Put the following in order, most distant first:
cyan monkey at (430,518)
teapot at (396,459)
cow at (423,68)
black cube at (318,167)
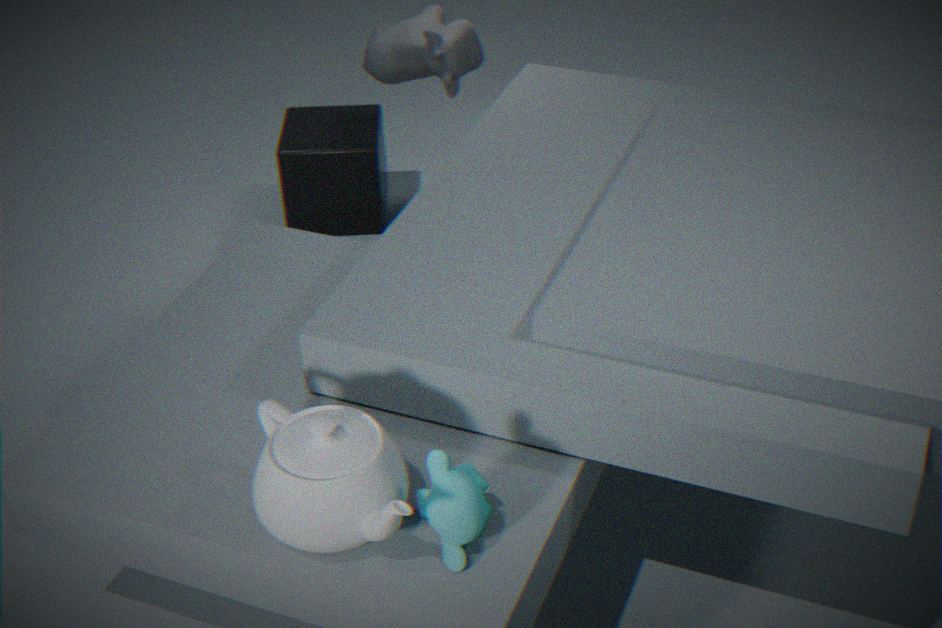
black cube at (318,167)
cow at (423,68)
cyan monkey at (430,518)
teapot at (396,459)
